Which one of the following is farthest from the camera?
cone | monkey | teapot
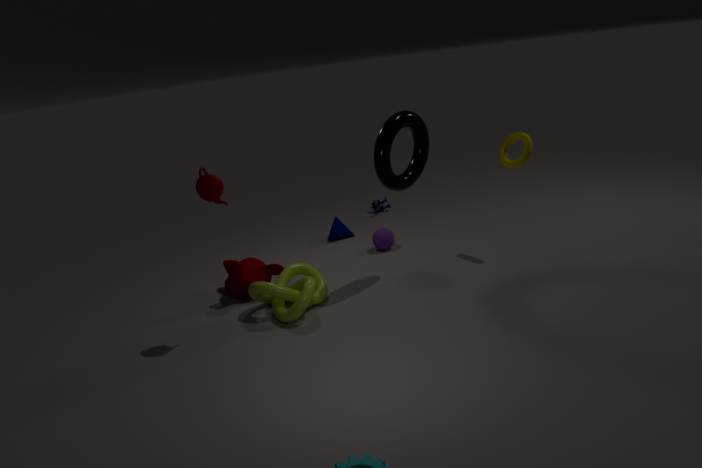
cone
